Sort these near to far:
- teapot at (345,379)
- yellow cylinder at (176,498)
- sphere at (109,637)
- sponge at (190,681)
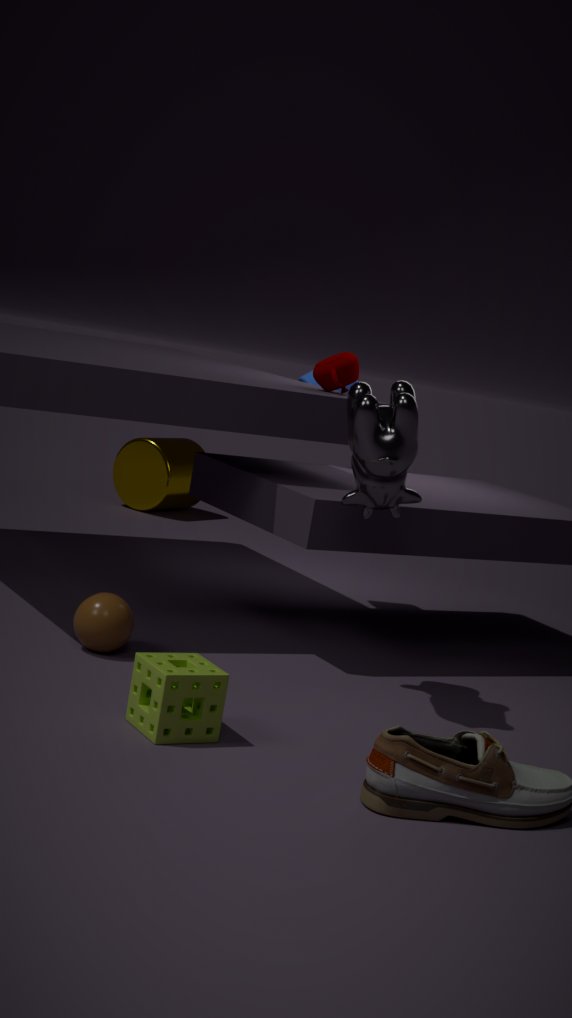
sponge at (190,681)
sphere at (109,637)
teapot at (345,379)
yellow cylinder at (176,498)
